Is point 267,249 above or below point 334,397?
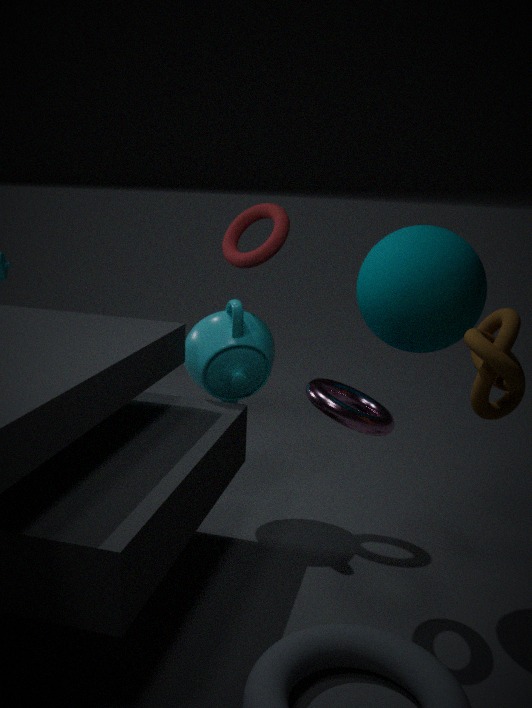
above
